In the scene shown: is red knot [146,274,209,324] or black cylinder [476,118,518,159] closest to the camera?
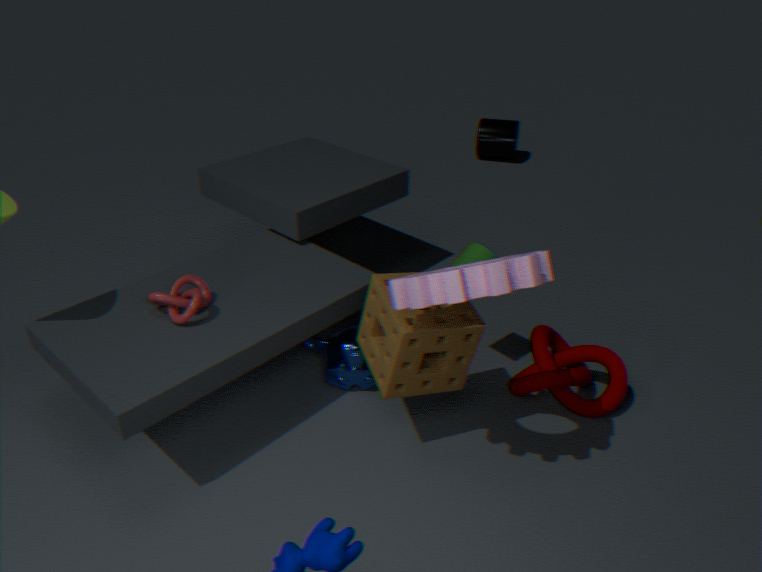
red knot [146,274,209,324]
